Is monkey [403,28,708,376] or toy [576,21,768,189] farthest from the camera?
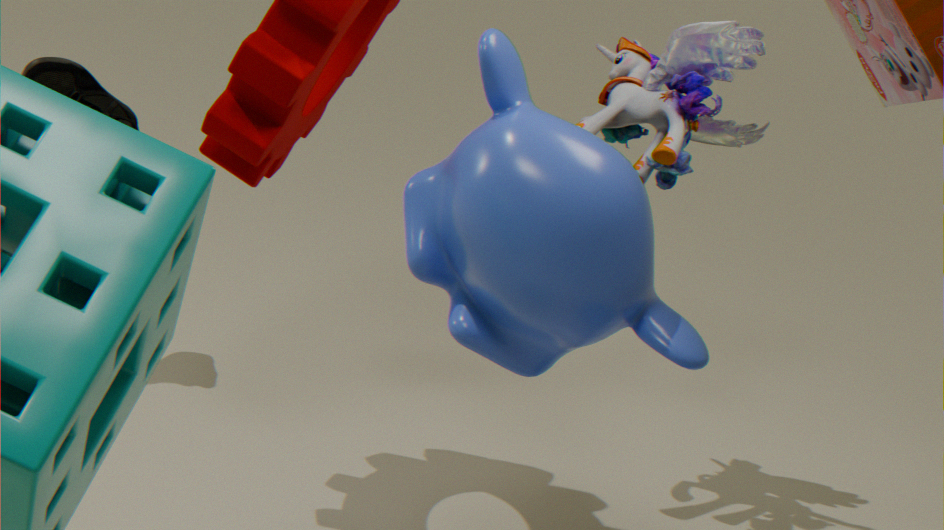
toy [576,21,768,189]
